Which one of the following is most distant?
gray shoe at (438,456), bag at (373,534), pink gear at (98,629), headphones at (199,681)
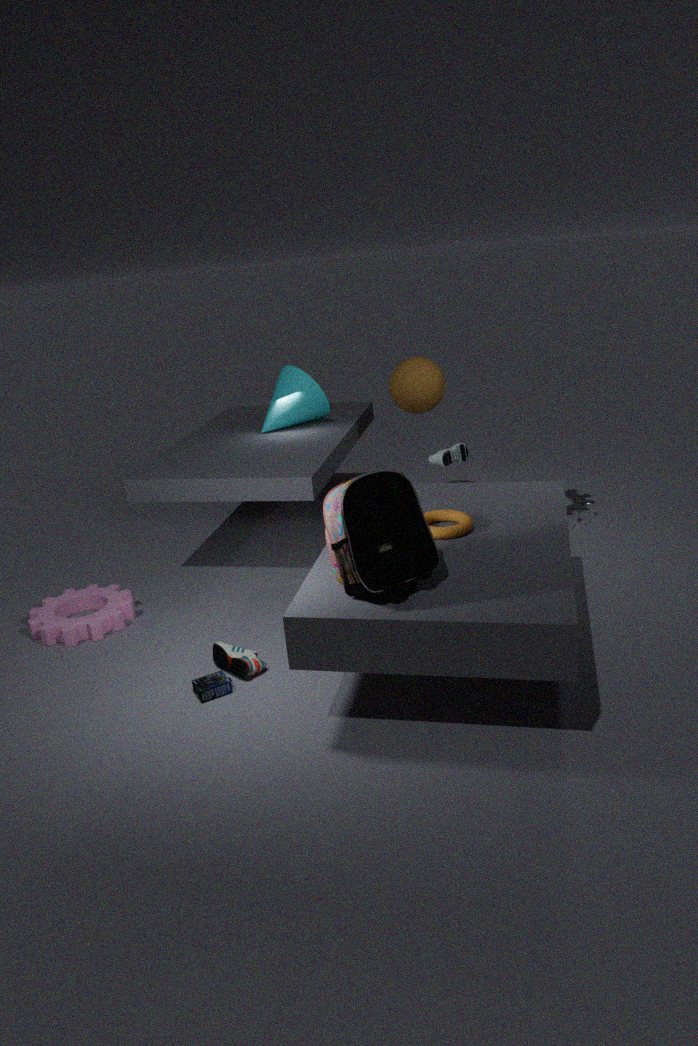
gray shoe at (438,456)
